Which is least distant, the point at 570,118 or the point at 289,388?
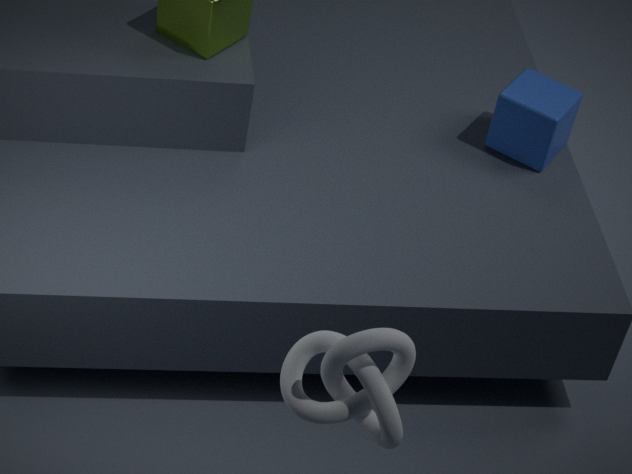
the point at 289,388
